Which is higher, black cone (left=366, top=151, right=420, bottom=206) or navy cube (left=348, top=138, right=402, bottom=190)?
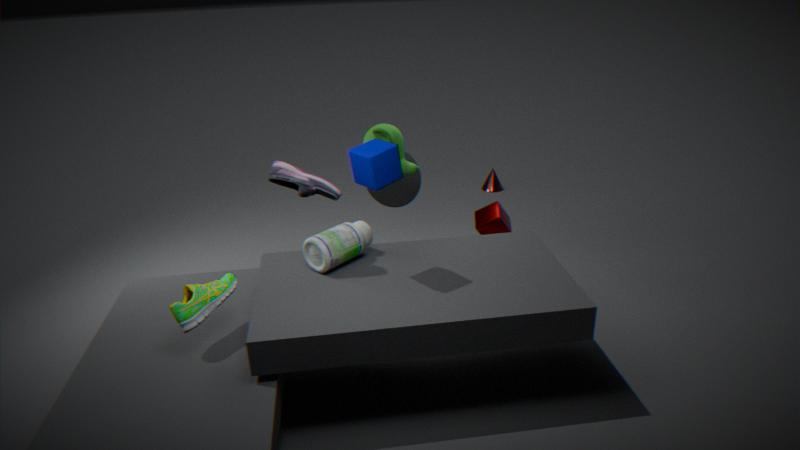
navy cube (left=348, top=138, right=402, bottom=190)
